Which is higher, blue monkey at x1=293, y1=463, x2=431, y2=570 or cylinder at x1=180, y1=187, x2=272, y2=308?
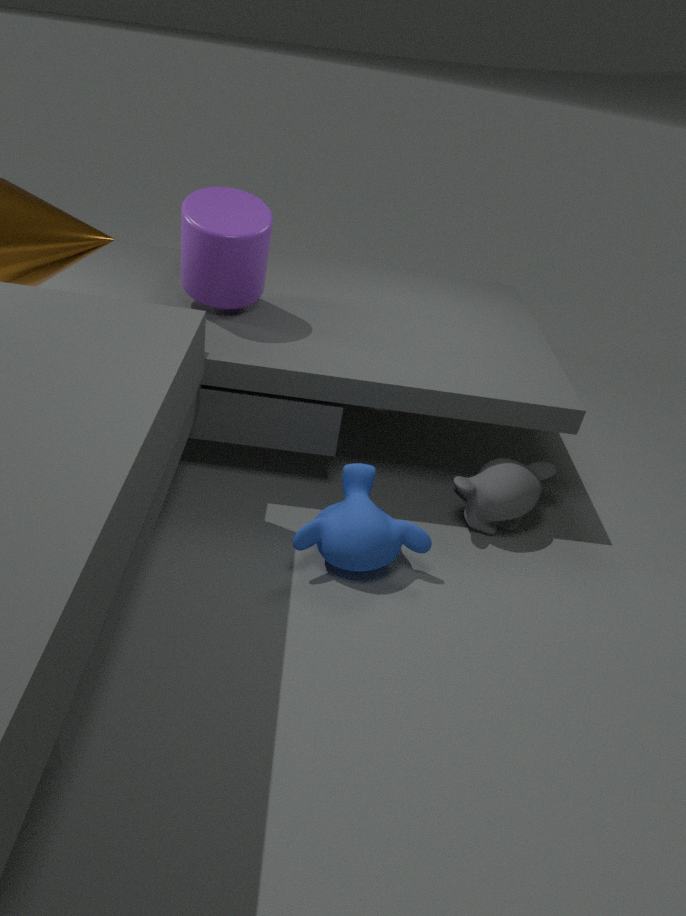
cylinder at x1=180, y1=187, x2=272, y2=308
